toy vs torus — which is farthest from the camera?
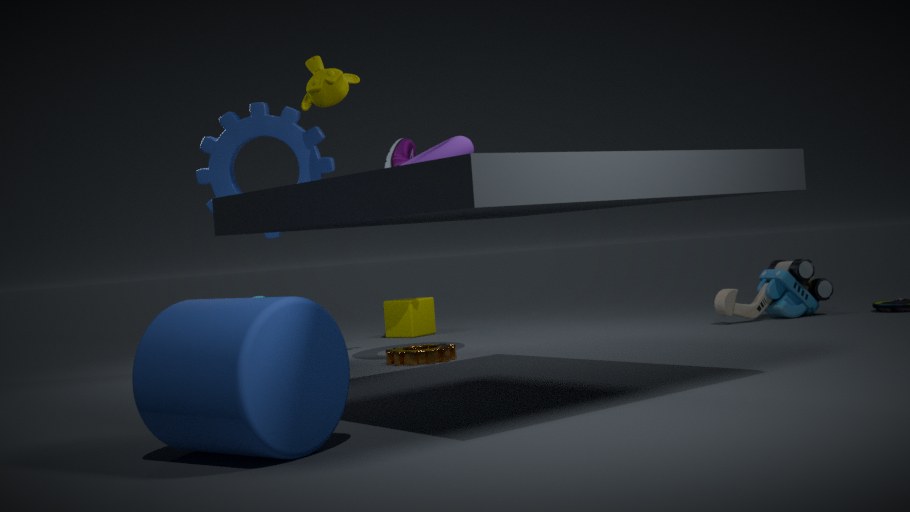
toy
